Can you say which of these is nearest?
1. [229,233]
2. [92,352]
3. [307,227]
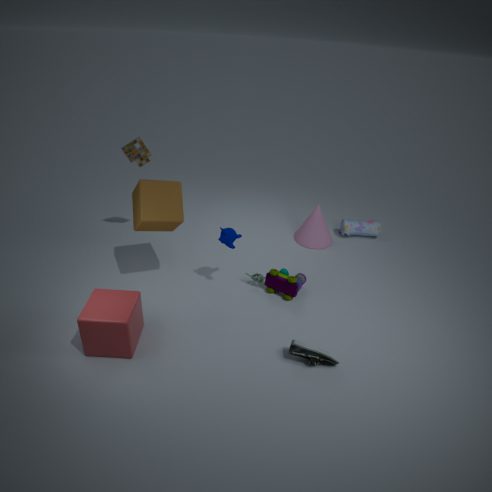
[92,352]
